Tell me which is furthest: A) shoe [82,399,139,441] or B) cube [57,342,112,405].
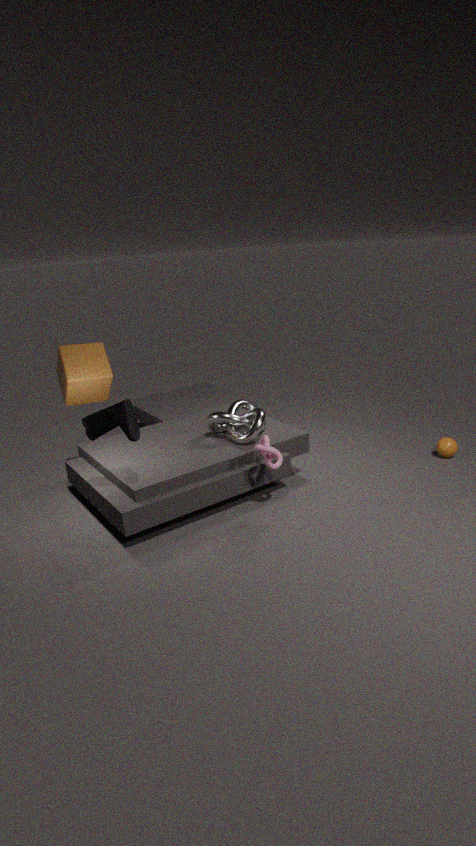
B. cube [57,342,112,405]
